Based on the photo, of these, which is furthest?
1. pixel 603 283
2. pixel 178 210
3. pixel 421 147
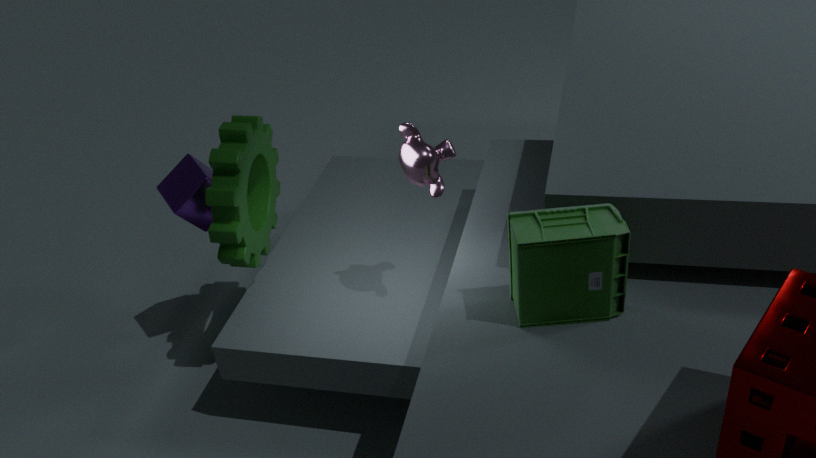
pixel 178 210
